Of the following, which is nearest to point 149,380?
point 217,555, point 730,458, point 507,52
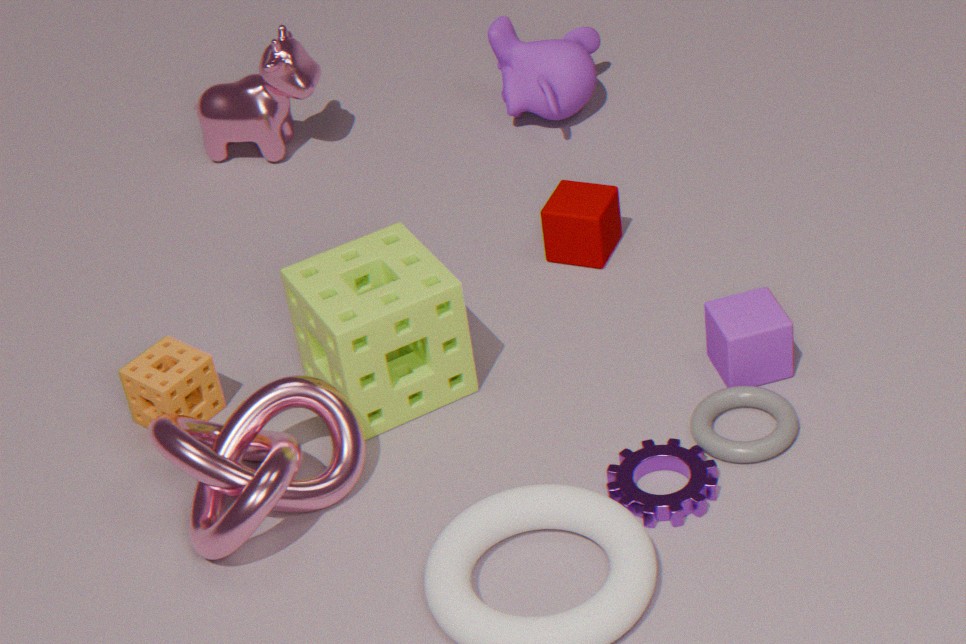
point 217,555
